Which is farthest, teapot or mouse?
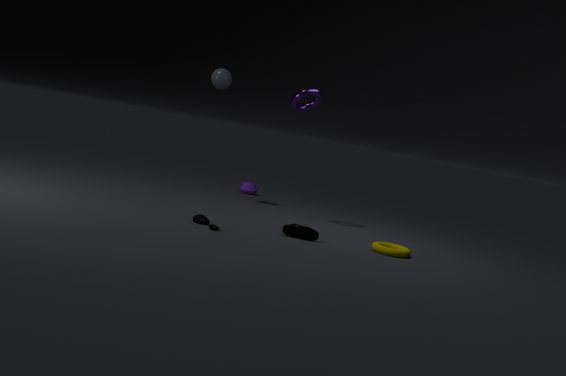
teapot
